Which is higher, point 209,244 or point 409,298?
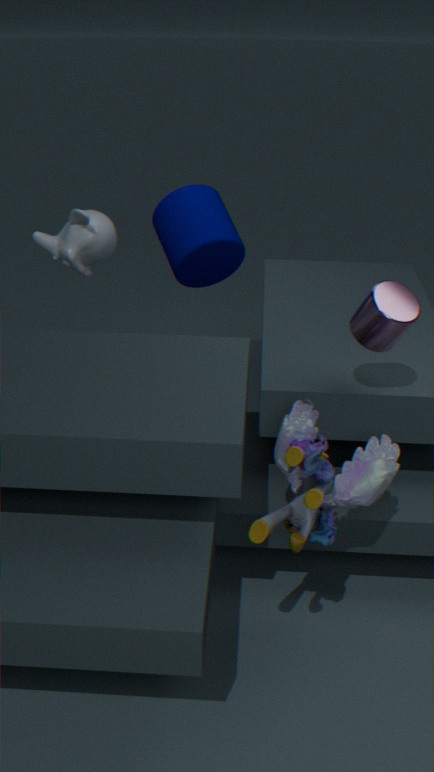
point 409,298
